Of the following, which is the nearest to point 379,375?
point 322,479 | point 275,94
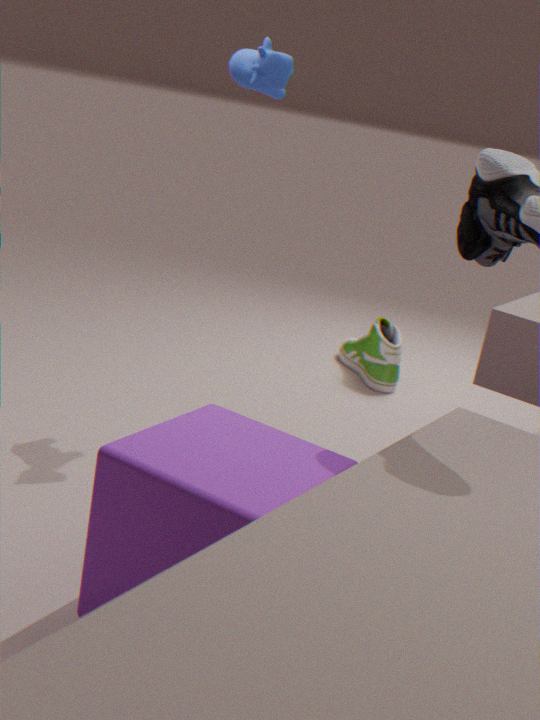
point 275,94
